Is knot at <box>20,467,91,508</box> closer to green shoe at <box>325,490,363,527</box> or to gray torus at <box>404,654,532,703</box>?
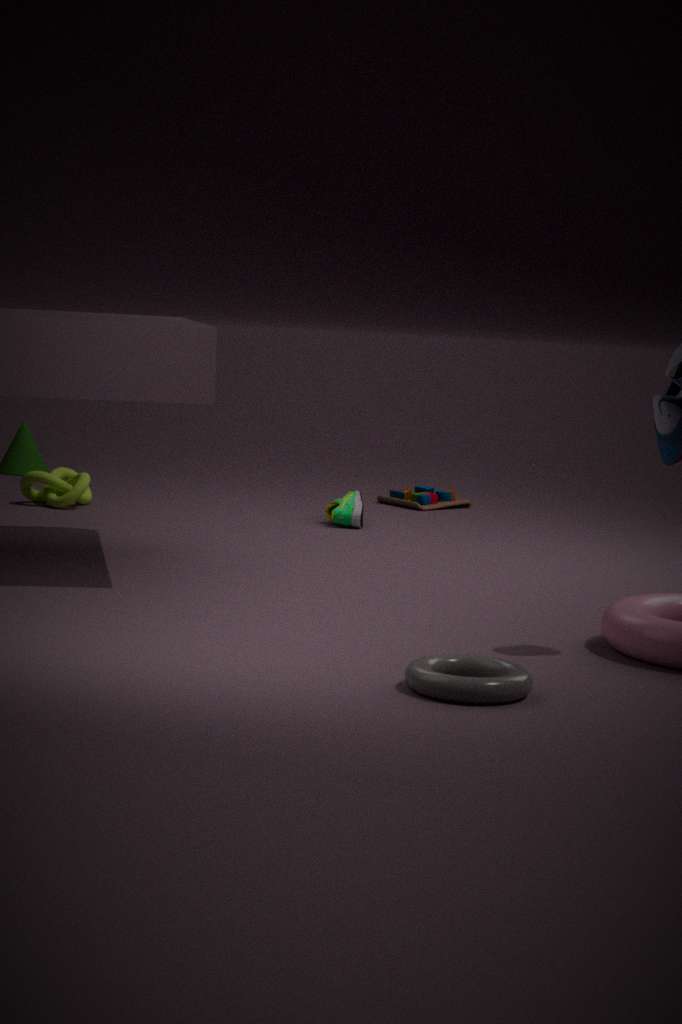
green shoe at <box>325,490,363,527</box>
